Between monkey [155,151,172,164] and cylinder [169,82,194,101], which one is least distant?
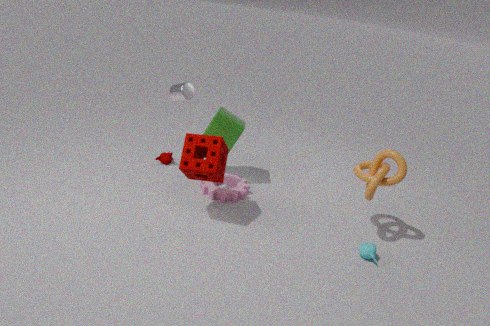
cylinder [169,82,194,101]
